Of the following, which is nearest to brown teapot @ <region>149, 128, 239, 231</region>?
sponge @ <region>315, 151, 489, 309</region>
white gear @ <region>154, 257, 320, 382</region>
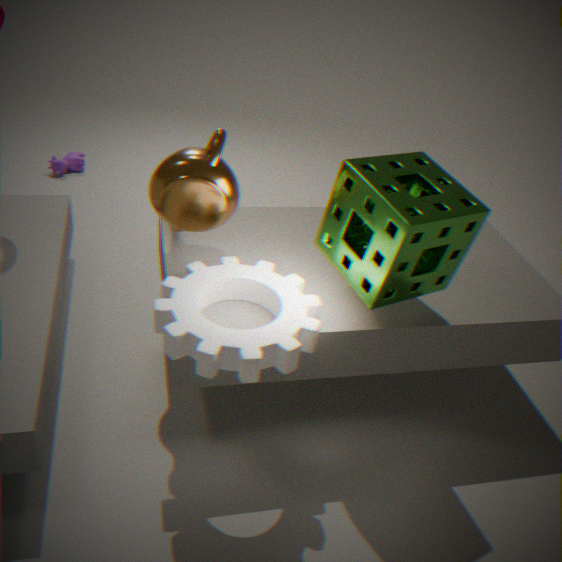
white gear @ <region>154, 257, 320, 382</region>
